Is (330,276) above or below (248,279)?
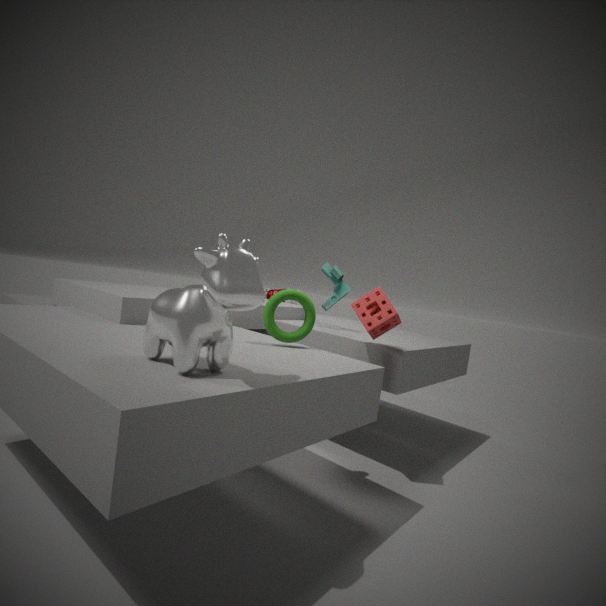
above
